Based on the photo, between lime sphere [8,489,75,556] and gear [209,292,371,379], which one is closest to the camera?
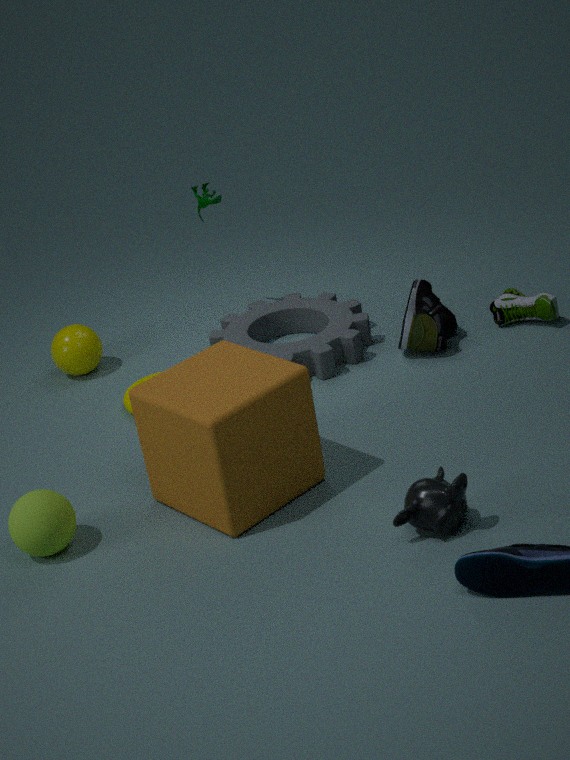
lime sphere [8,489,75,556]
